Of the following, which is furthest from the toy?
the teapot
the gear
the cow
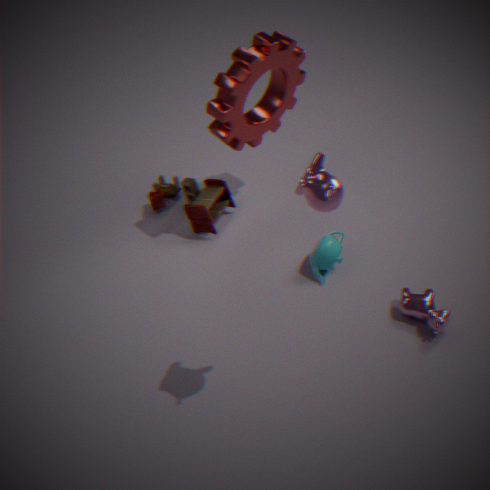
the cow
